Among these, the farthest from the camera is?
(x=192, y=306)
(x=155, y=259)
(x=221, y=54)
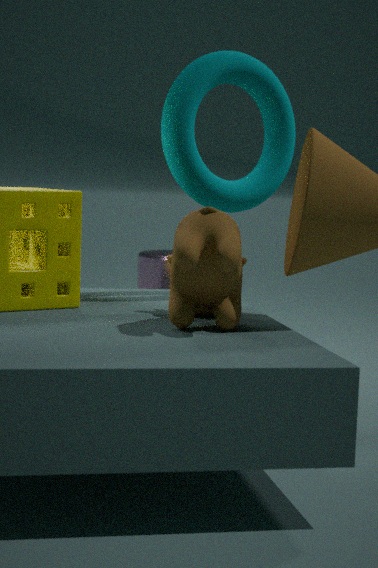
(x=155, y=259)
